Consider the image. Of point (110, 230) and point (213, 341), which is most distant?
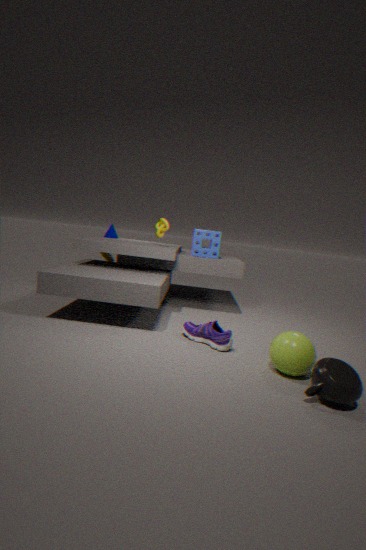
point (110, 230)
